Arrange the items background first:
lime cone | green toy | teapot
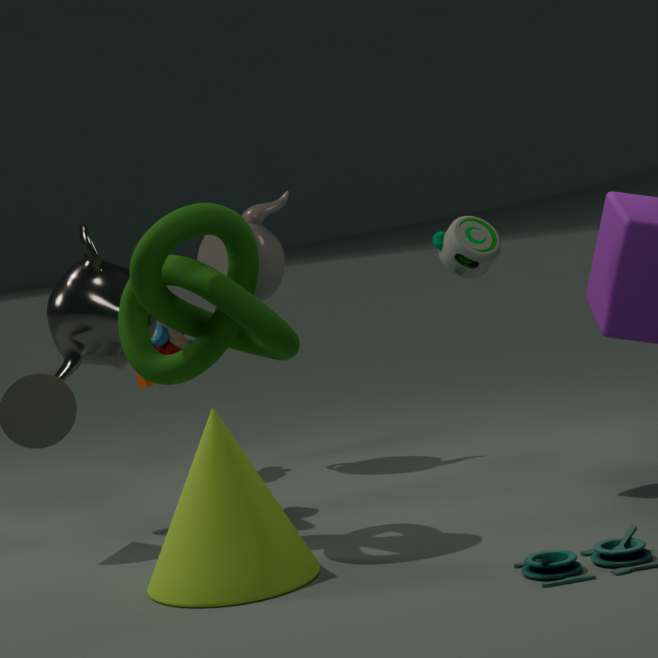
1. teapot
2. green toy
3. lime cone
